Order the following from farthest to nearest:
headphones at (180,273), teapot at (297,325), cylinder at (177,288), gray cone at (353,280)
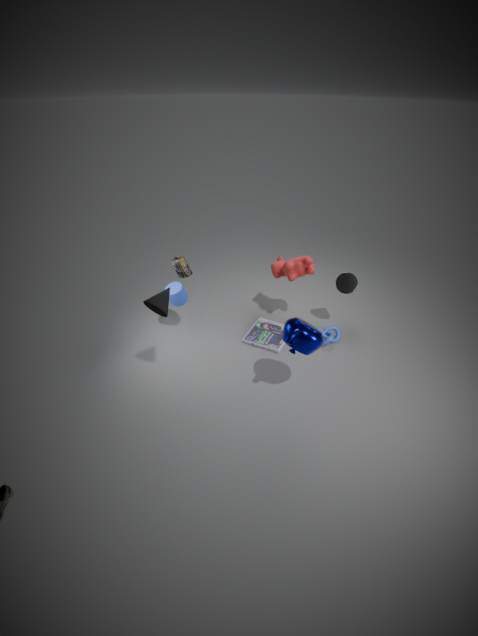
gray cone at (353,280)
cylinder at (177,288)
headphones at (180,273)
teapot at (297,325)
